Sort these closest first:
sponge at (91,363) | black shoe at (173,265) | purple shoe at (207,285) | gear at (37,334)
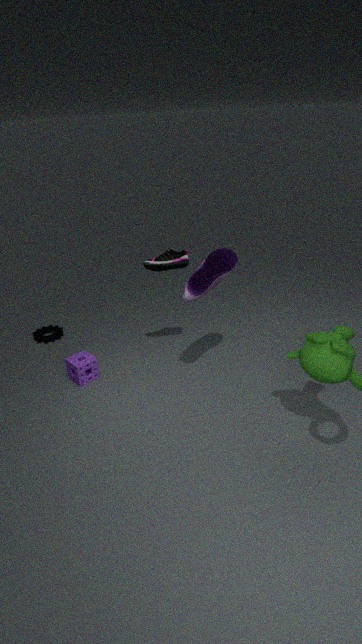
purple shoe at (207,285) < black shoe at (173,265) < sponge at (91,363) < gear at (37,334)
